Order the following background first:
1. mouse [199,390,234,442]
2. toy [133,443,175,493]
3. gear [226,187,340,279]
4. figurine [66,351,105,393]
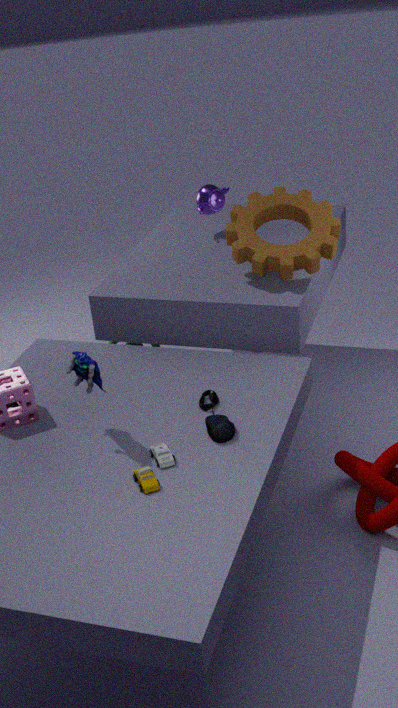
gear [226,187,340,279], mouse [199,390,234,442], figurine [66,351,105,393], toy [133,443,175,493]
